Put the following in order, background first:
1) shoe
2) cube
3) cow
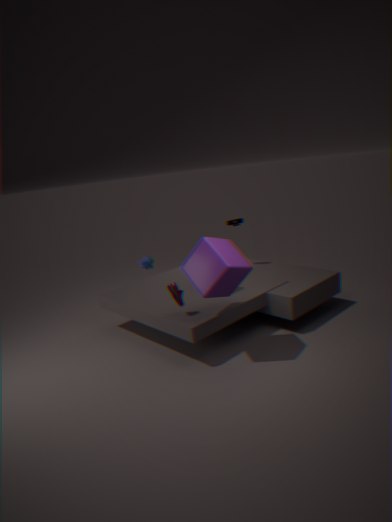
3. cow < 1. shoe < 2. cube
